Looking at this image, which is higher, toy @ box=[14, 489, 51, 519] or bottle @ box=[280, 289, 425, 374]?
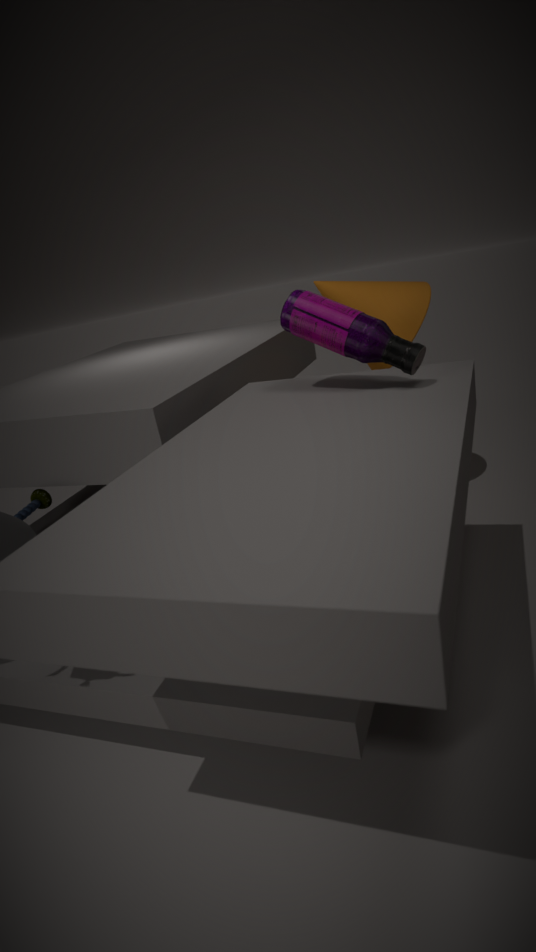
bottle @ box=[280, 289, 425, 374]
